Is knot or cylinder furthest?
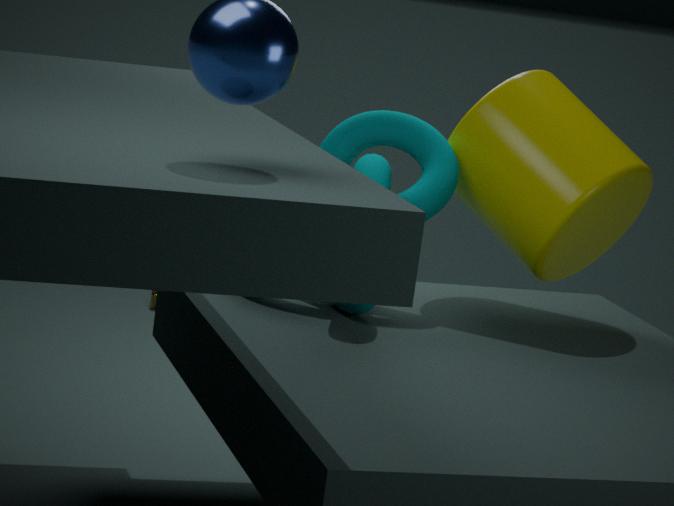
cylinder
